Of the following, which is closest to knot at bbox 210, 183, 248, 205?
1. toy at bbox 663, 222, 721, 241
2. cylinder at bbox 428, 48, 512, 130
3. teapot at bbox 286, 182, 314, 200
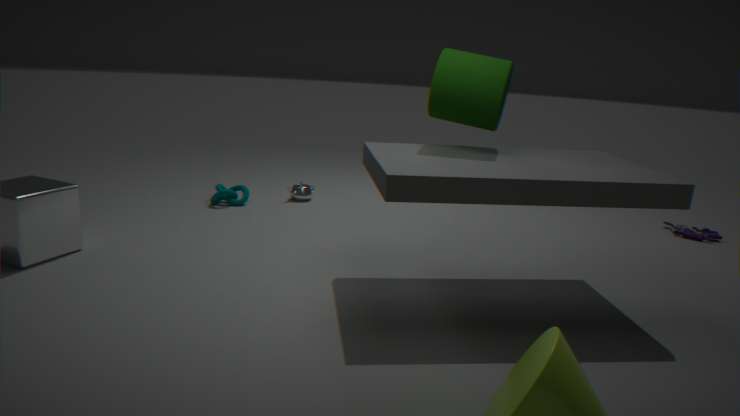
teapot at bbox 286, 182, 314, 200
